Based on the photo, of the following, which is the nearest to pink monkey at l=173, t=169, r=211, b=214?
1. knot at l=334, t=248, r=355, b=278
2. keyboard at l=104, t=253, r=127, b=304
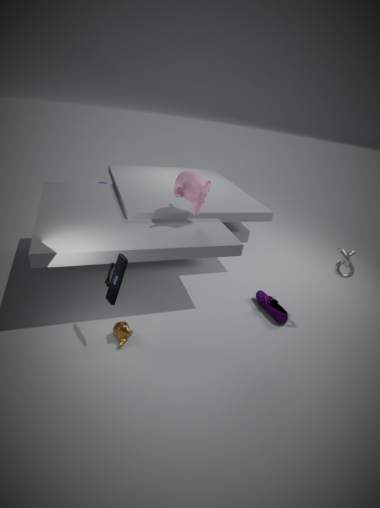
keyboard at l=104, t=253, r=127, b=304
